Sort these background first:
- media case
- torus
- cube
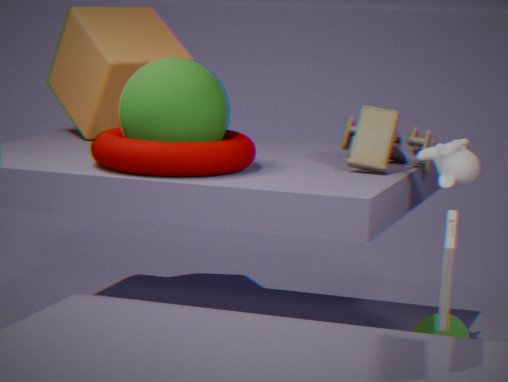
cube < torus < media case
